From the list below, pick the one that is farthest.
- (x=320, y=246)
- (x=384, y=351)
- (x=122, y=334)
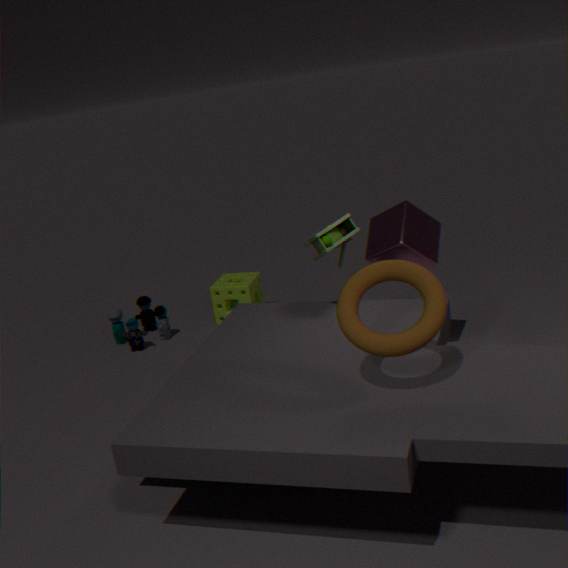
(x=122, y=334)
